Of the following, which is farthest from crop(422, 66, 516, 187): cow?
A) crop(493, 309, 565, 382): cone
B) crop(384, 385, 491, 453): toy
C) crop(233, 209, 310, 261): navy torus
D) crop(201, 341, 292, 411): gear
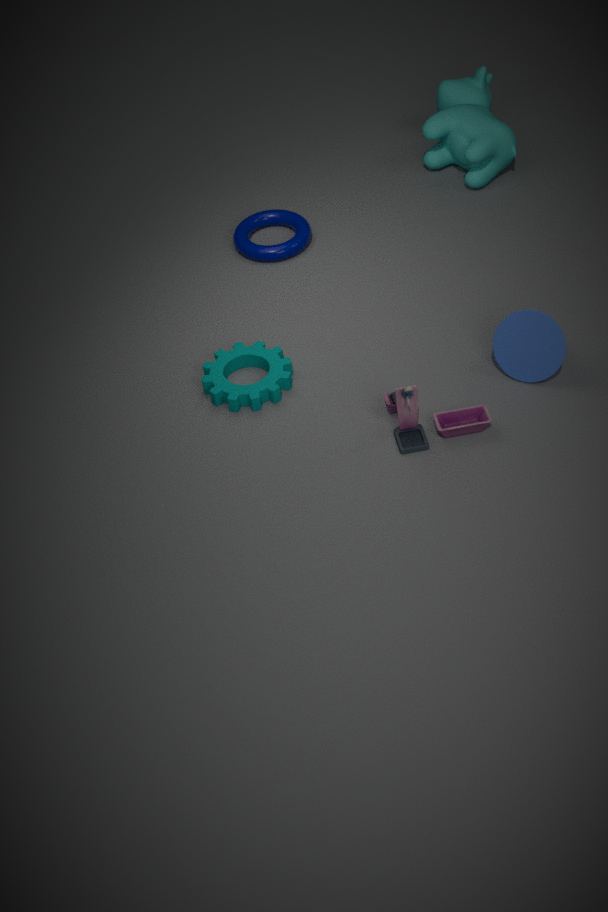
crop(384, 385, 491, 453): toy
